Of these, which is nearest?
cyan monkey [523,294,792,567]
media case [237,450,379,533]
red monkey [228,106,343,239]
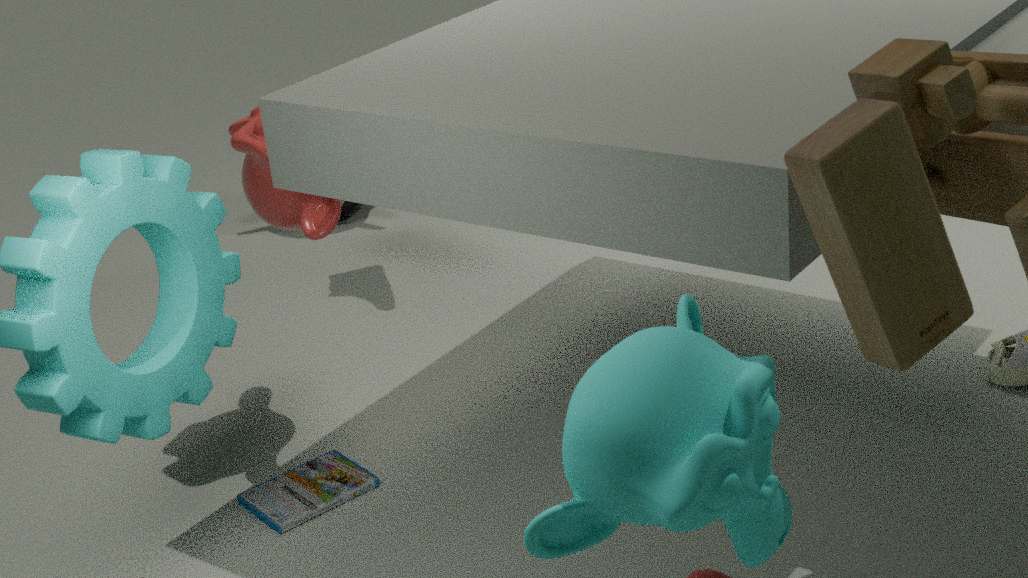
cyan monkey [523,294,792,567]
